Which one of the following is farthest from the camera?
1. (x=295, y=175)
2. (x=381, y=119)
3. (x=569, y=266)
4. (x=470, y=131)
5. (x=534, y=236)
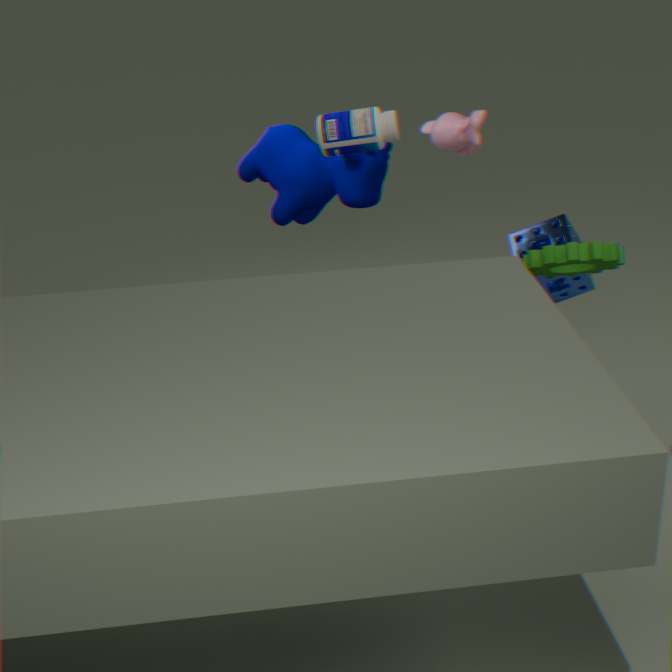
(x=295, y=175)
